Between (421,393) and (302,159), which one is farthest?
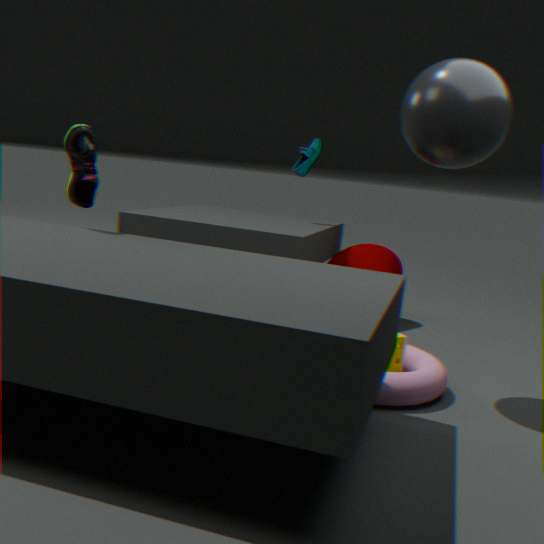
(302,159)
